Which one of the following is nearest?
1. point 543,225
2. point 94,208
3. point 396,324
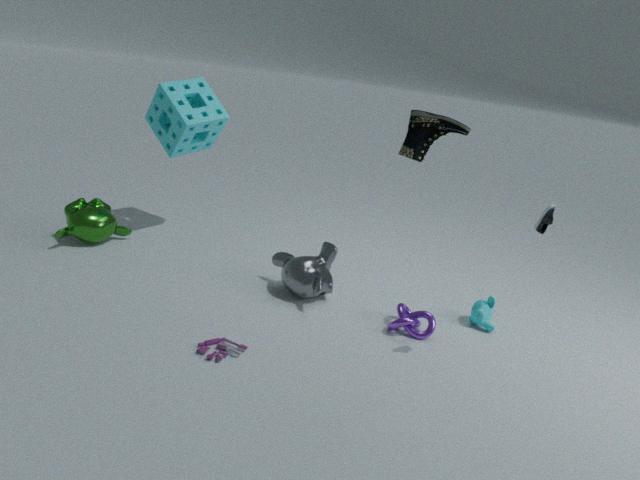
point 543,225
